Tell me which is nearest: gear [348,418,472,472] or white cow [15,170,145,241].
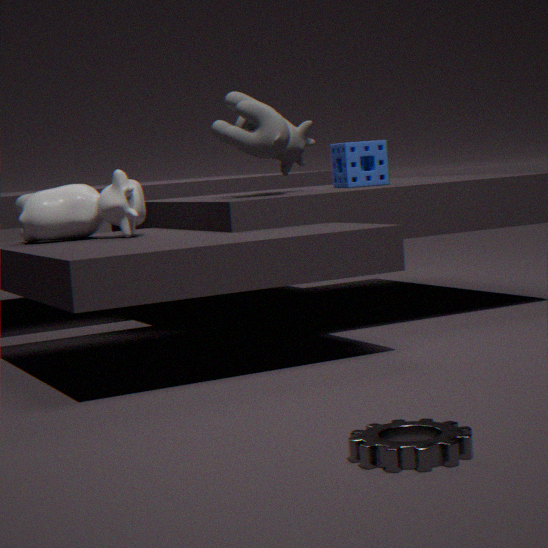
gear [348,418,472,472]
